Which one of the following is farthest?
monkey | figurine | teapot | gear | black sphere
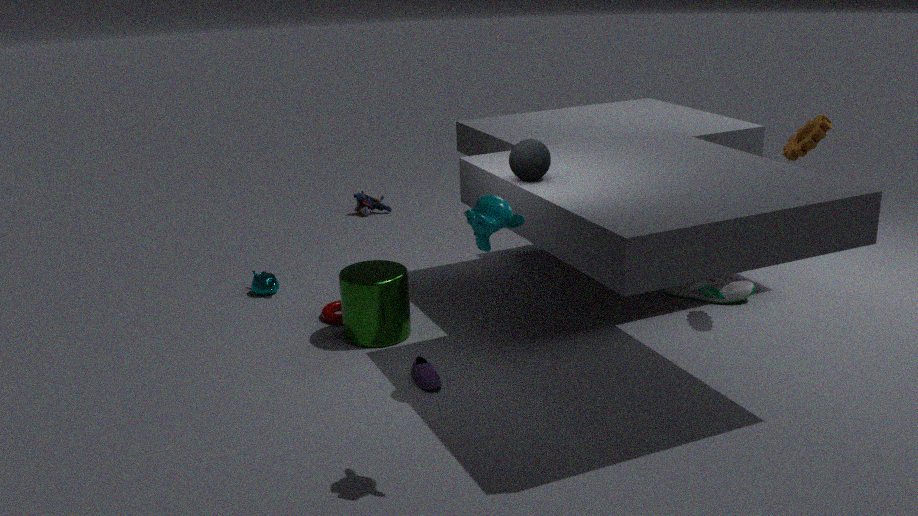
figurine
